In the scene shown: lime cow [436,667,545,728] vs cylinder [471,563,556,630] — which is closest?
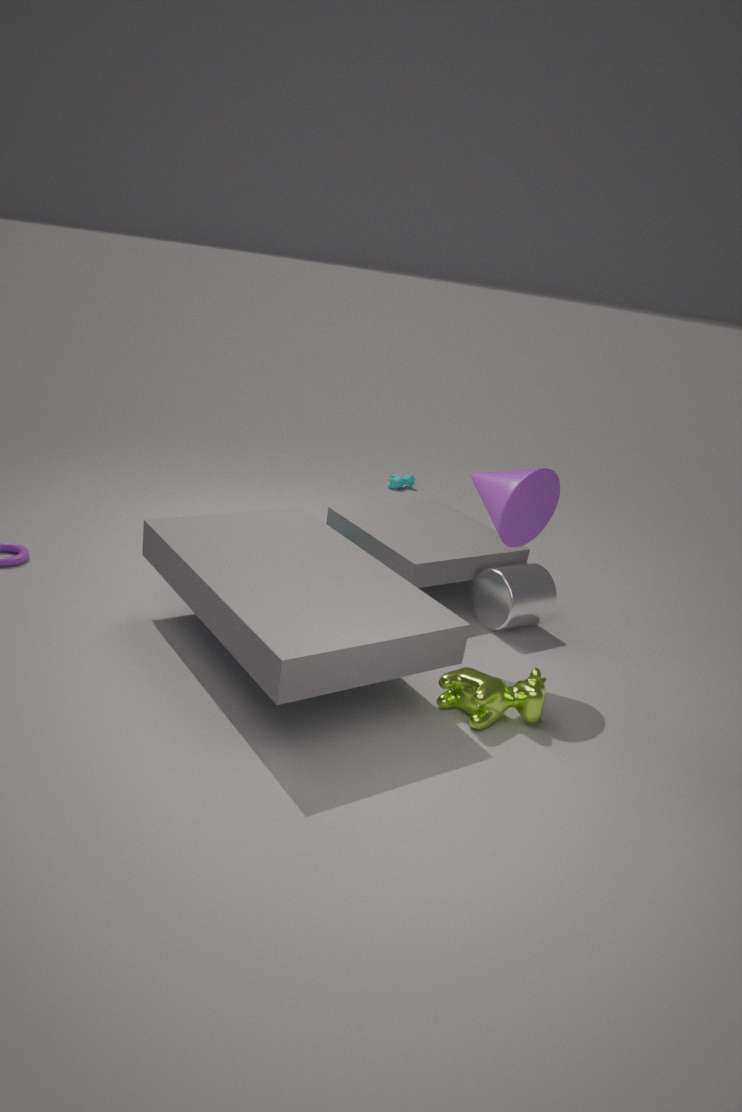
lime cow [436,667,545,728]
